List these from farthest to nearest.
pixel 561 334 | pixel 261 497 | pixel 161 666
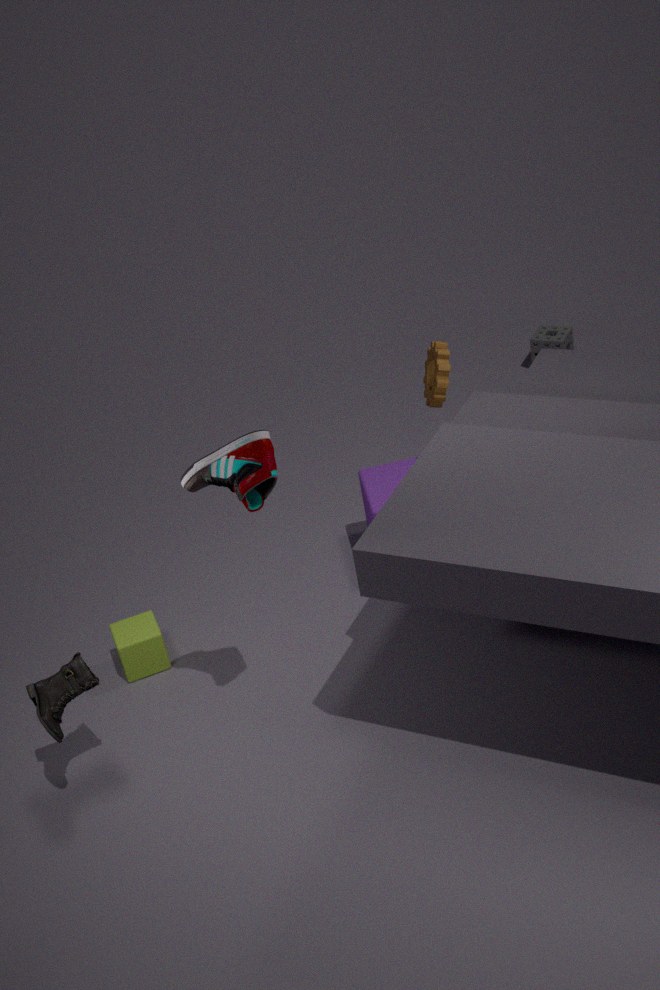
pixel 561 334
pixel 161 666
pixel 261 497
